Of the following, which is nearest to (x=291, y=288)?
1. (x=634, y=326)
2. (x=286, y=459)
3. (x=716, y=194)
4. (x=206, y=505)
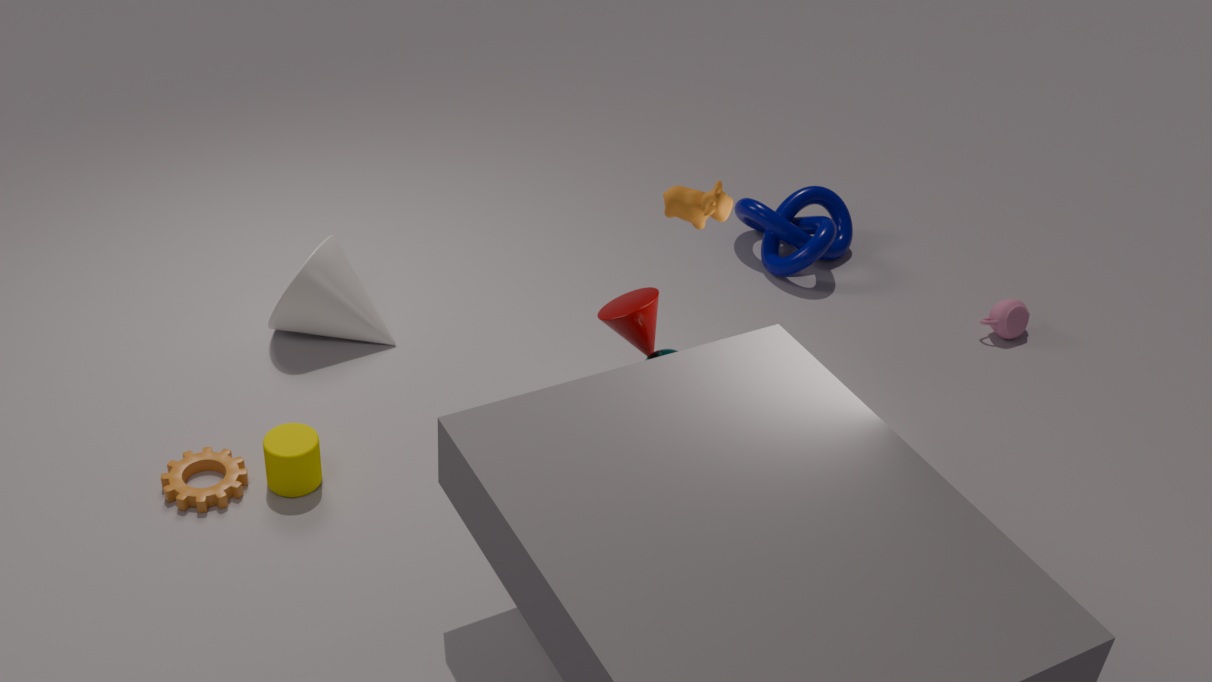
(x=286, y=459)
